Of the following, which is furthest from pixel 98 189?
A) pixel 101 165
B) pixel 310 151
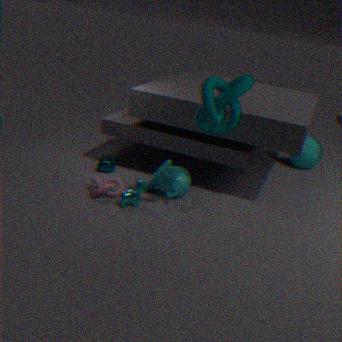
pixel 310 151
